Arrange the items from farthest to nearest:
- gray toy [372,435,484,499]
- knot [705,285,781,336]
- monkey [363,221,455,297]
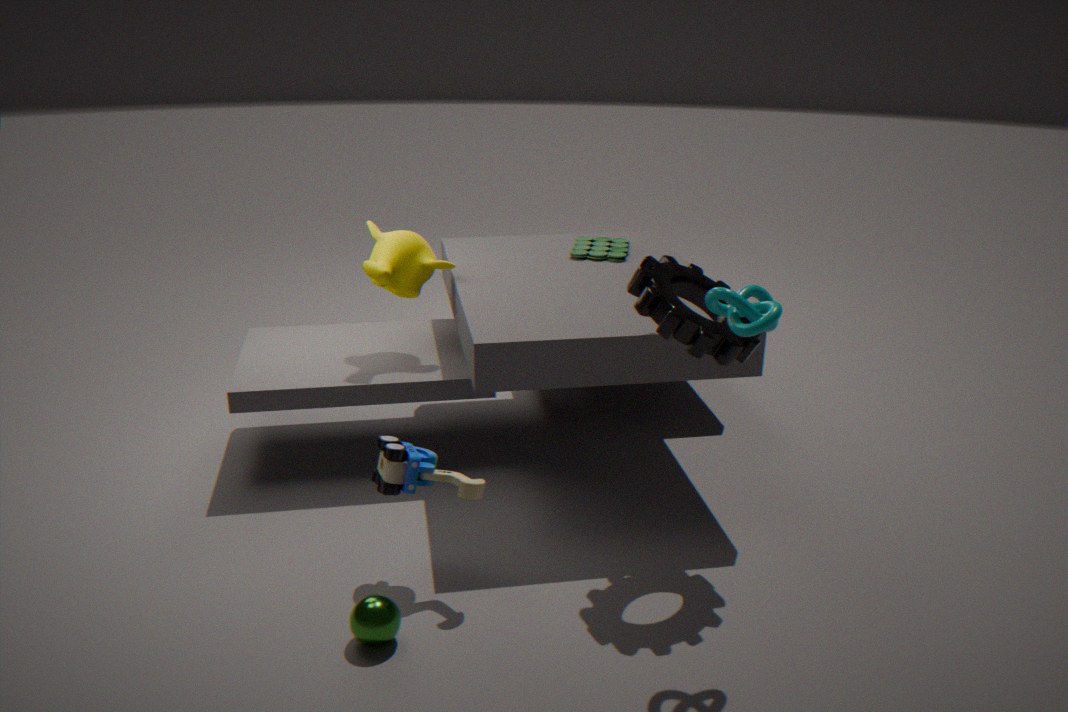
monkey [363,221,455,297]
gray toy [372,435,484,499]
knot [705,285,781,336]
